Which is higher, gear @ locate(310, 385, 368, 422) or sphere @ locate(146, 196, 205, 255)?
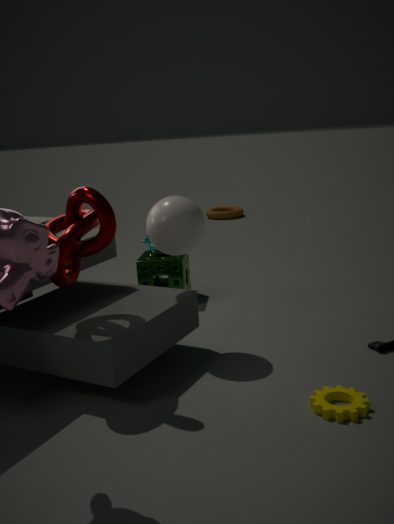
sphere @ locate(146, 196, 205, 255)
